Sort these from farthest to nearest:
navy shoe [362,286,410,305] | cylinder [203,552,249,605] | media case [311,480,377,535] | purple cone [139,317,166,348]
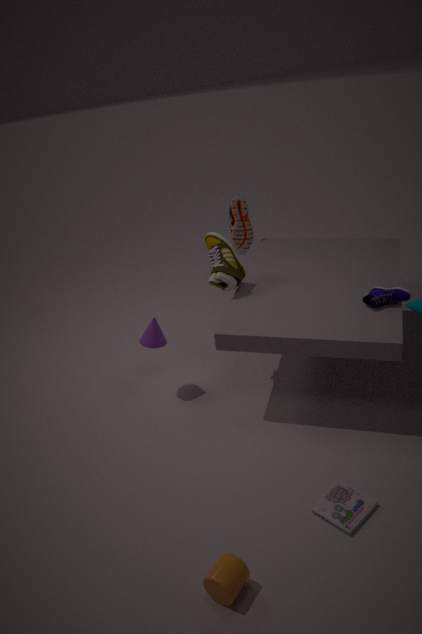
1. purple cone [139,317,166,348]
2. navy shoe [362,286,410,305]
3. media case [311,480,377,535]
4. cylinder [203,552,249,605]
